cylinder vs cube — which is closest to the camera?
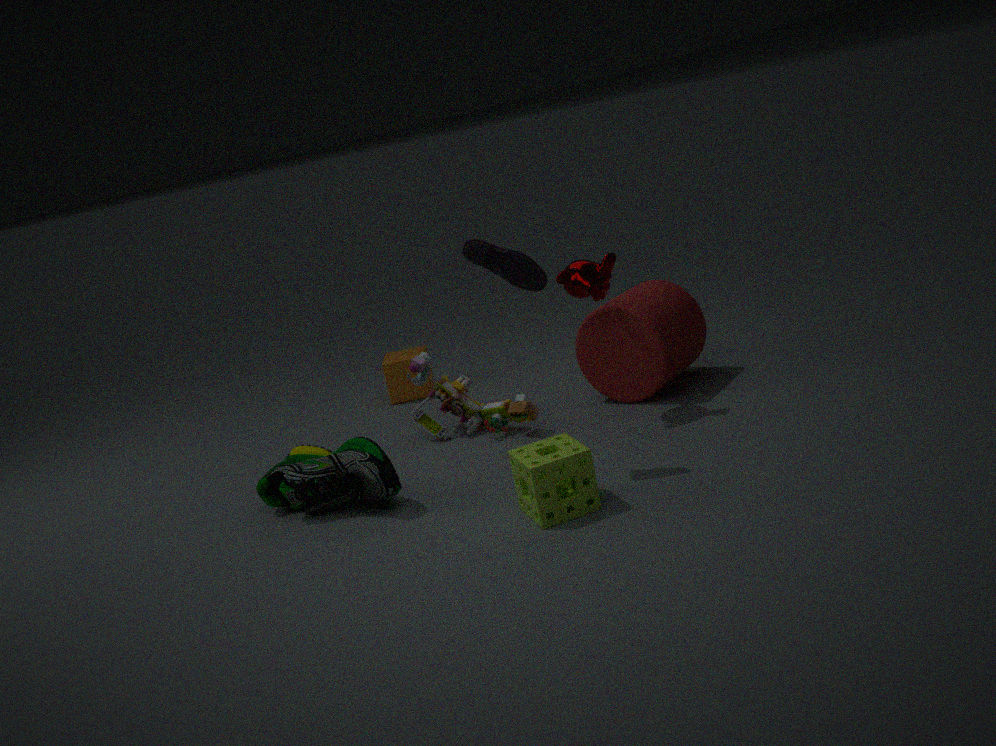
cylinder
